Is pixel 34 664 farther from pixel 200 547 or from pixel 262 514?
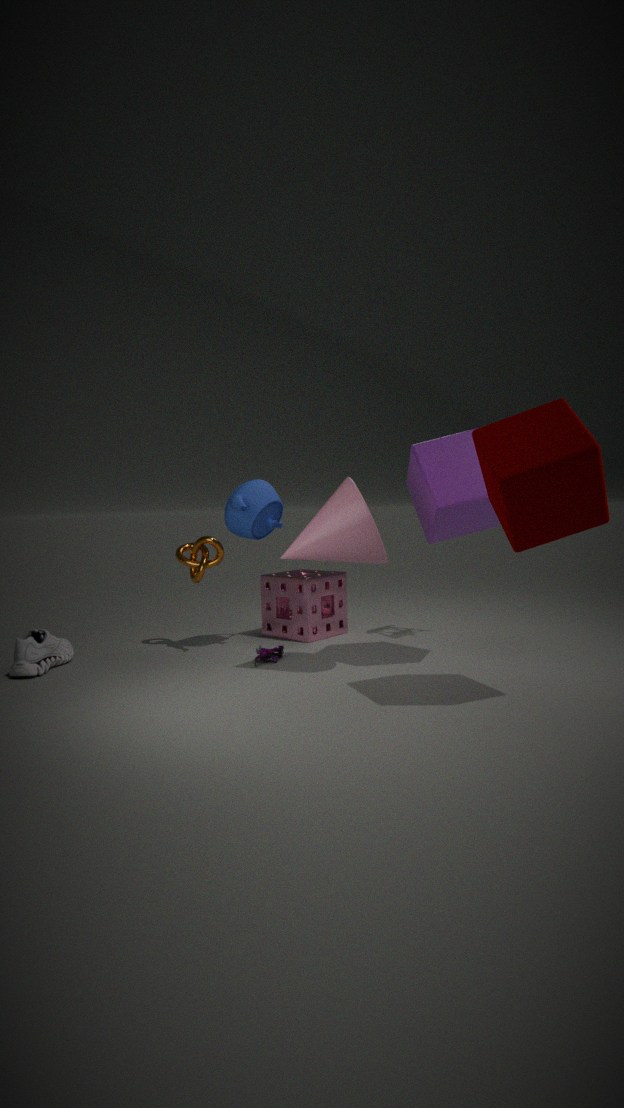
pixel 262 514
